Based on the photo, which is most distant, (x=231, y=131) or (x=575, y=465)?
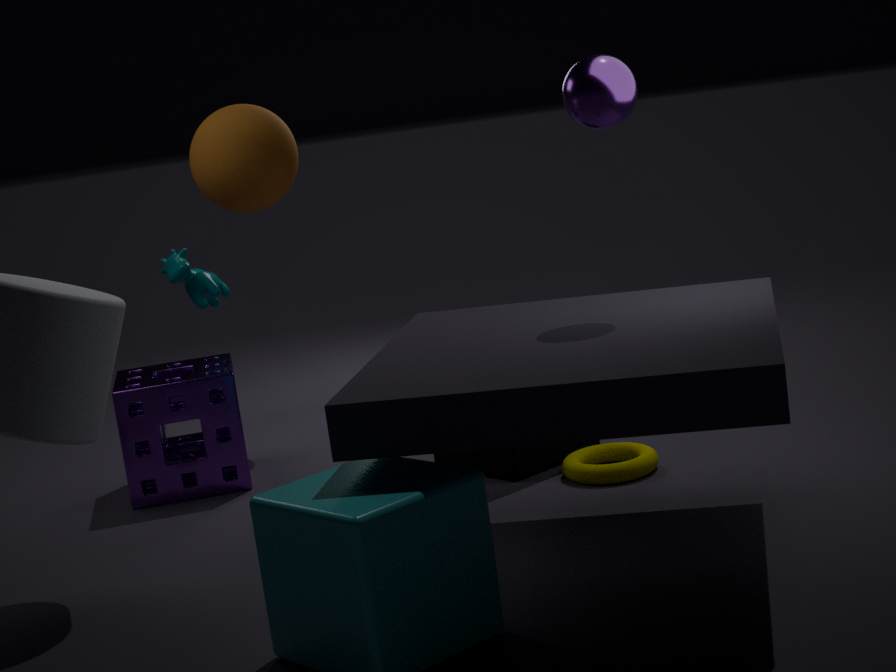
(x=231, y=131)
